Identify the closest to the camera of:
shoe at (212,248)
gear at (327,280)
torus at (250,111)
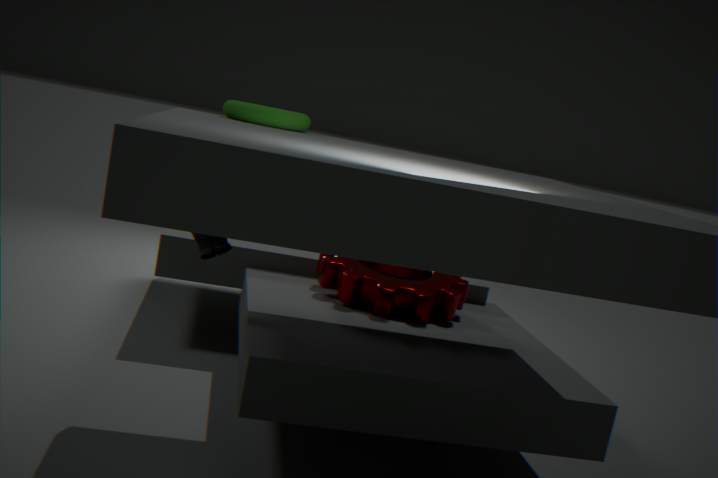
shoe at (212,248)
